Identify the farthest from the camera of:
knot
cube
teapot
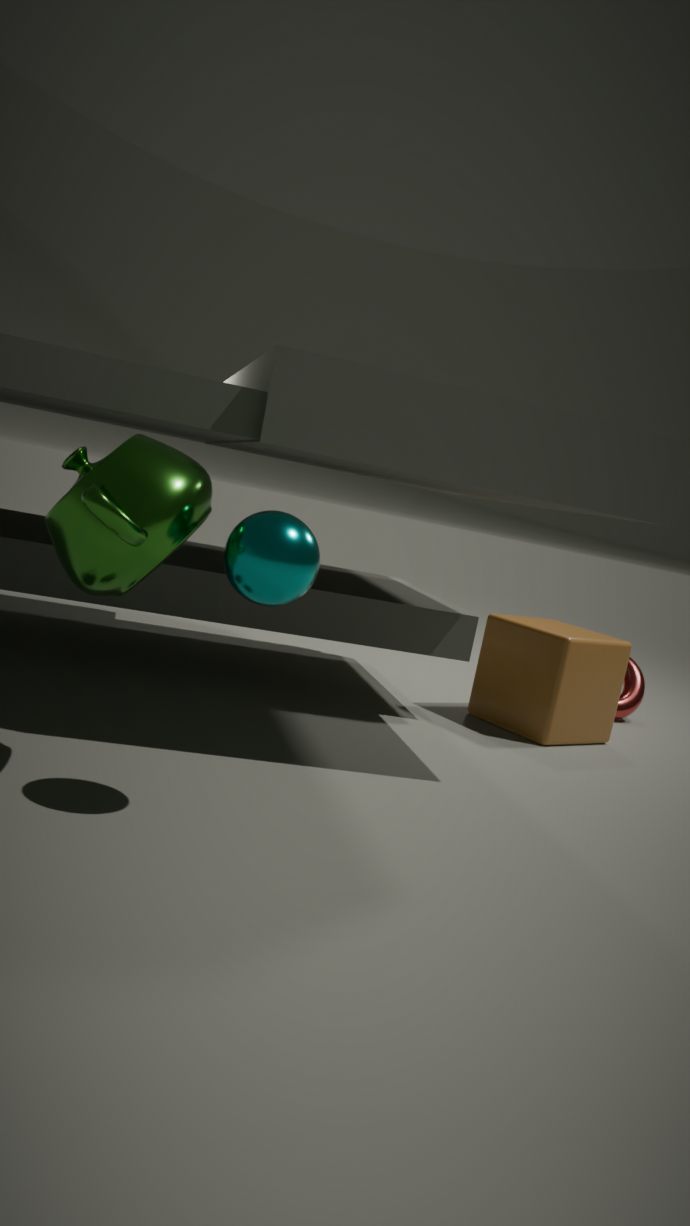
knot
